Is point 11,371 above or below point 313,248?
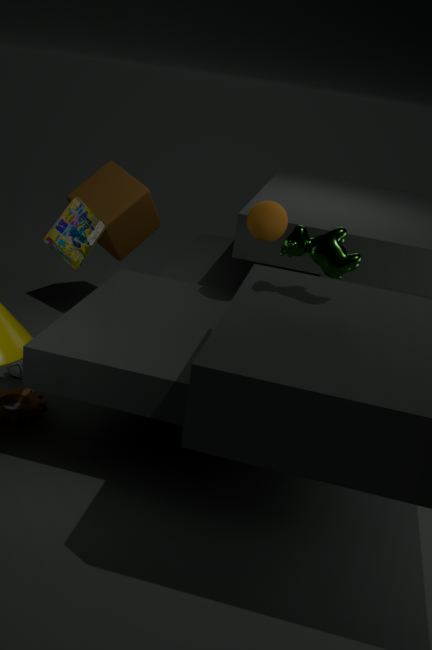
below
